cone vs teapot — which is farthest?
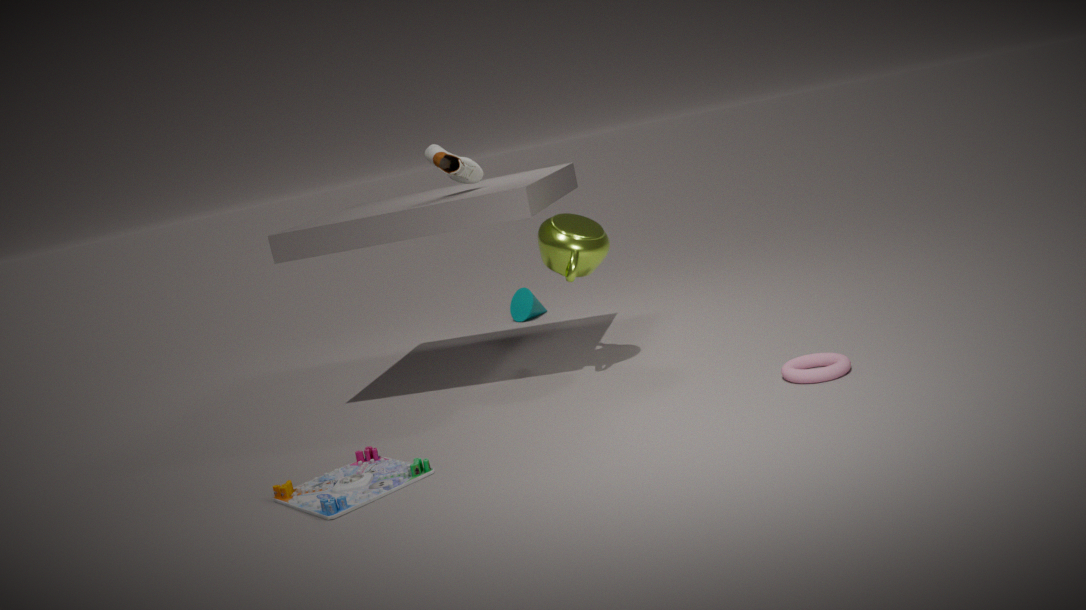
cone
